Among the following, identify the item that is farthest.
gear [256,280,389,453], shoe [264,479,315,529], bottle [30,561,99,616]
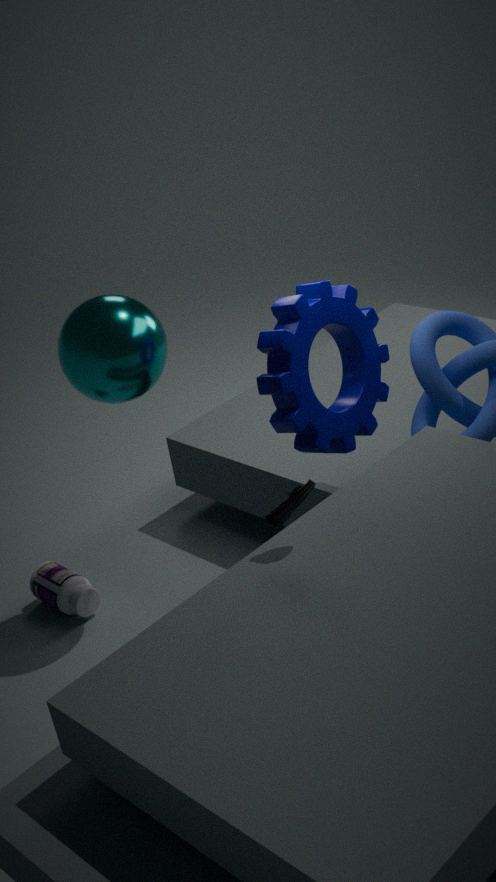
bottle [30,561,99,616]
